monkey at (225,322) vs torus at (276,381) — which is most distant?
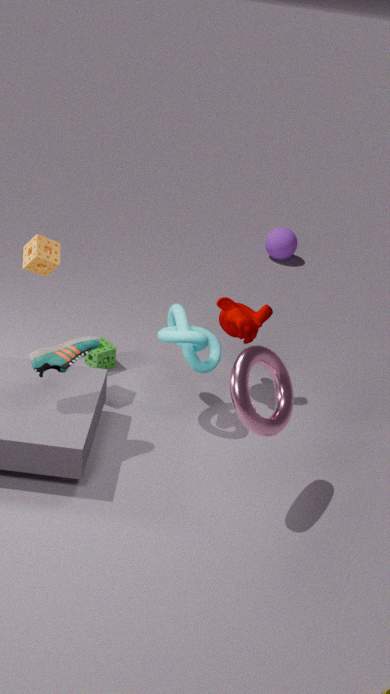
monkey at (225,322)
